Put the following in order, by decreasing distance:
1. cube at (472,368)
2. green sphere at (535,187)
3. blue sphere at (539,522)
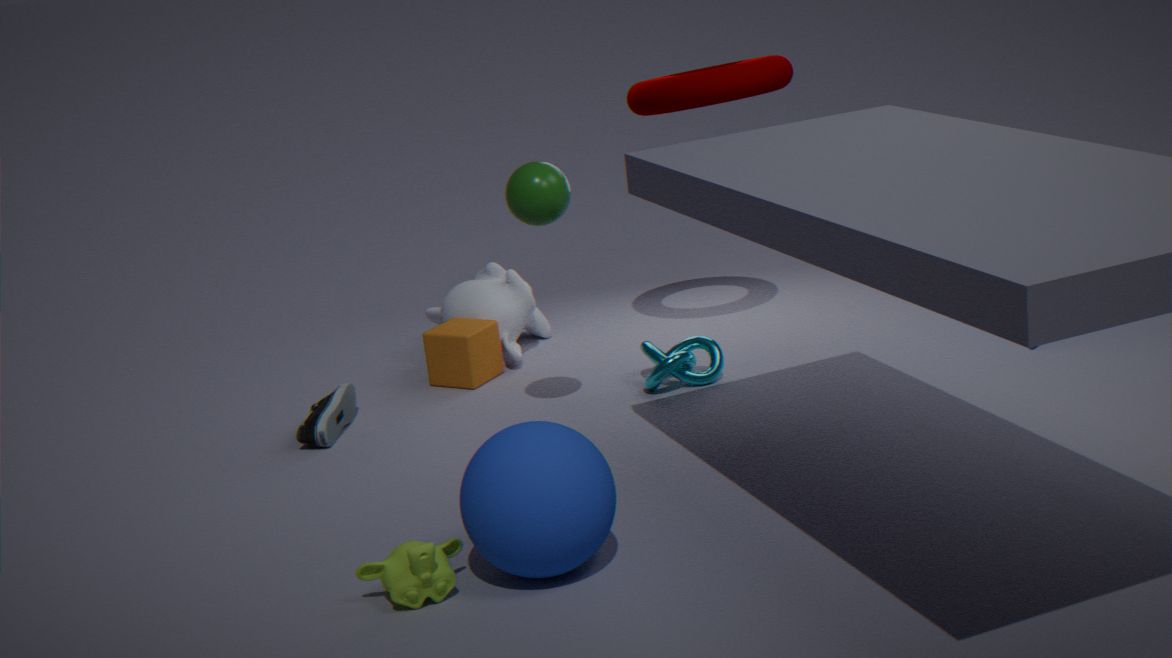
cube at (472,368), green sphere at (535,187), blue sphere at (539,522)
